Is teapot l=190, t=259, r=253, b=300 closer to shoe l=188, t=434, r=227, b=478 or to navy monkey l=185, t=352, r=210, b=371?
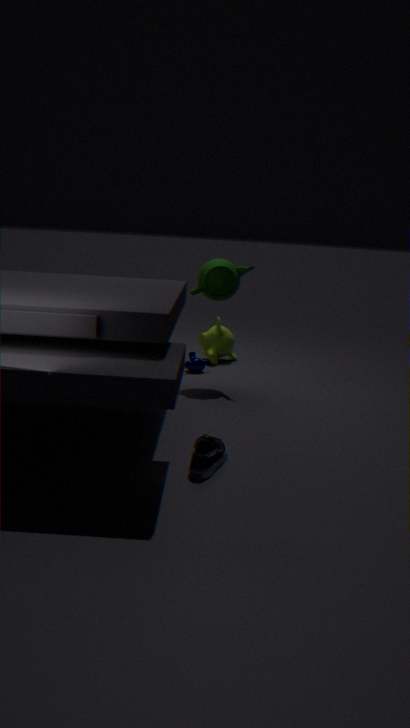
navy monkey l=185, t=352, r=210, b=371
